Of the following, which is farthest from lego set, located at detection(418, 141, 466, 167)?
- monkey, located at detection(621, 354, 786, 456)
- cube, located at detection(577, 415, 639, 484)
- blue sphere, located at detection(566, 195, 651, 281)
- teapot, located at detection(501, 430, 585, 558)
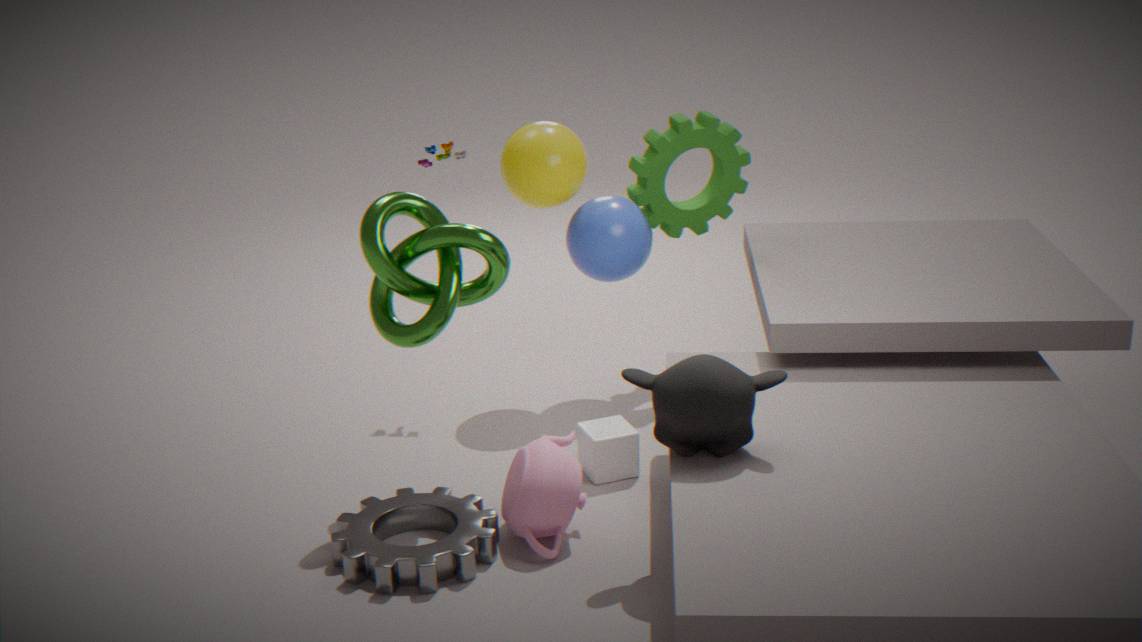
monkey, located at detection(621, 354, 786, 456)
